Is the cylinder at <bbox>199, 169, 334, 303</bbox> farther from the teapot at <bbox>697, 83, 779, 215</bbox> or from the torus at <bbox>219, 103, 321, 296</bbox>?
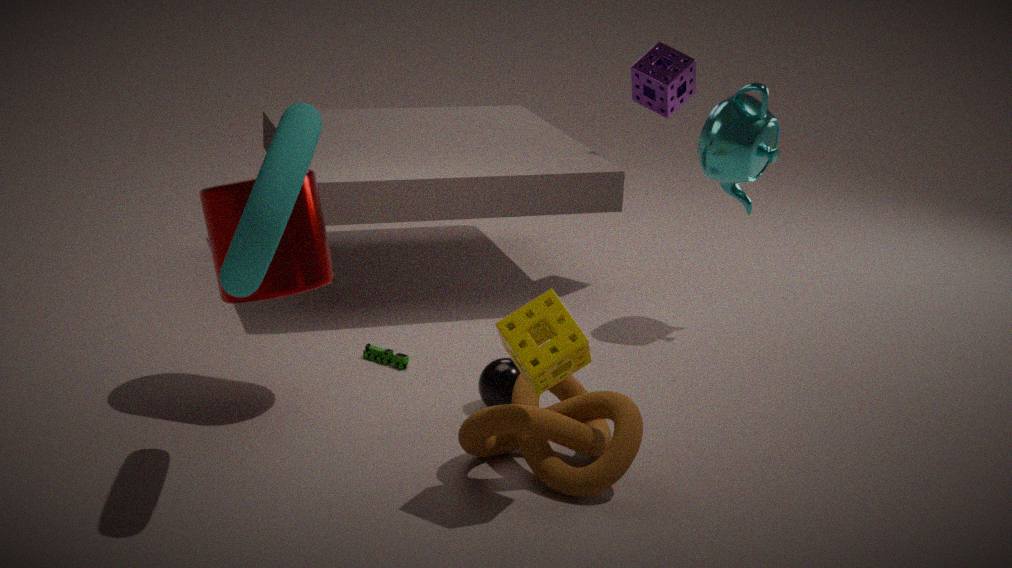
the teapot at <bbox>697, 83, 779, 215</bbox>
